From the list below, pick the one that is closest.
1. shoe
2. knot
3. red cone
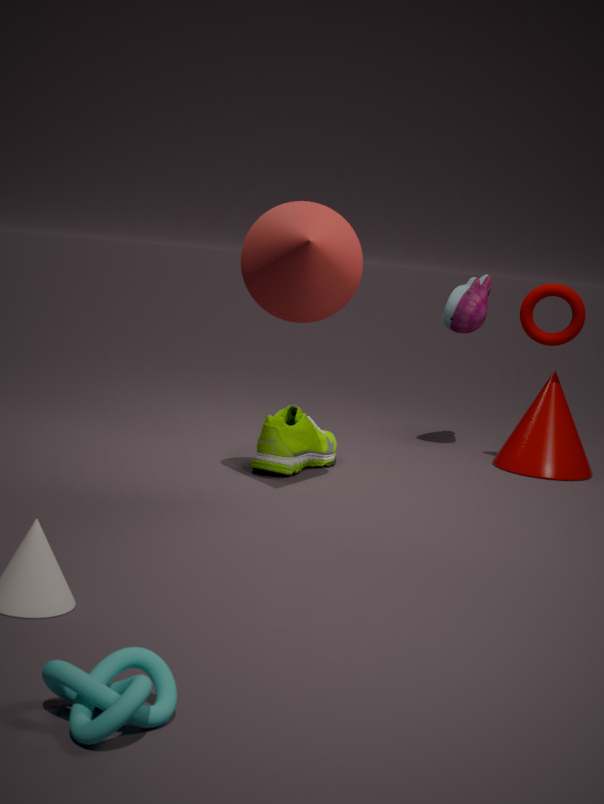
knot
